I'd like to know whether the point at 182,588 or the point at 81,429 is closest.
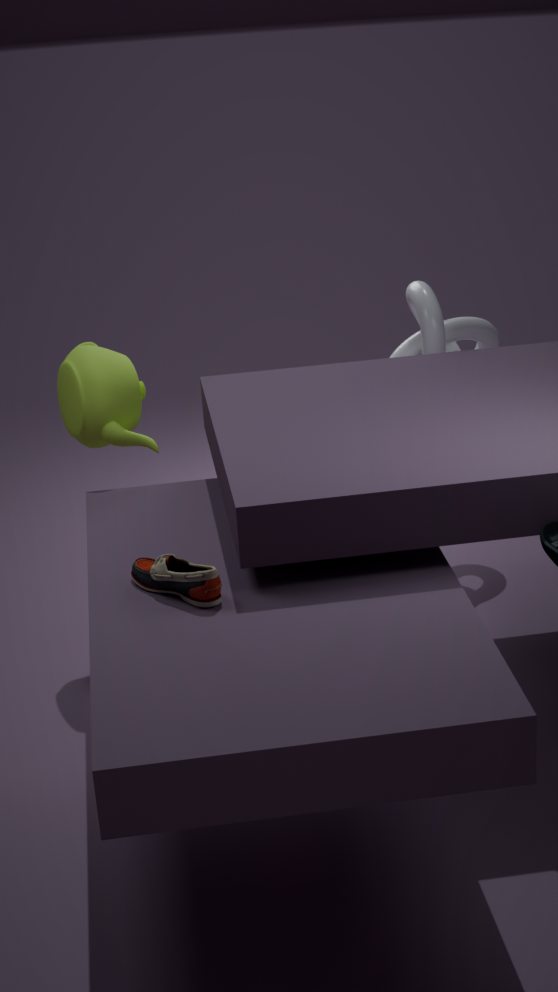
the point at 182,588
